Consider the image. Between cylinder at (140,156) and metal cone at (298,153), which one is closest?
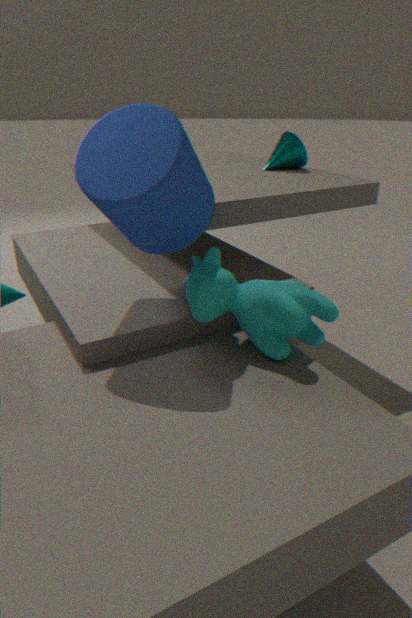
cylinder at (140,156)
